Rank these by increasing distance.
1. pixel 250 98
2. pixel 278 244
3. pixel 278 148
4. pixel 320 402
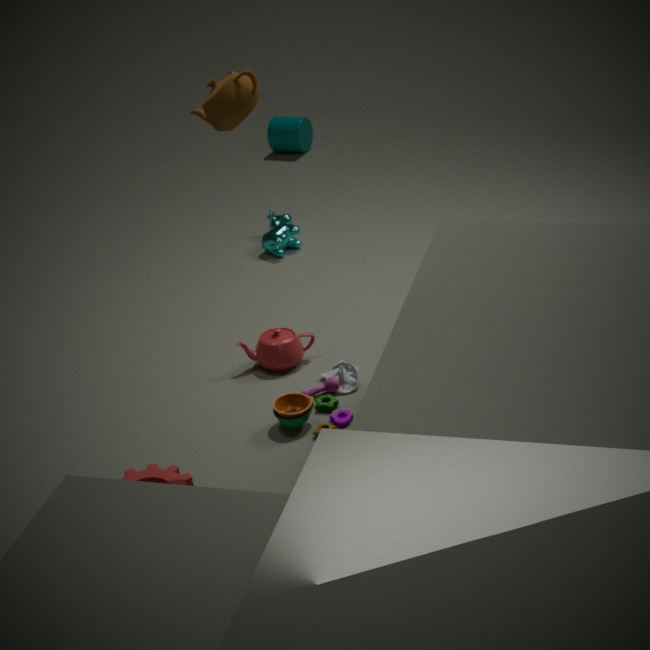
pixel 250 98 < pixel 320 402 < pixel 278 244 < pixel 278 148
